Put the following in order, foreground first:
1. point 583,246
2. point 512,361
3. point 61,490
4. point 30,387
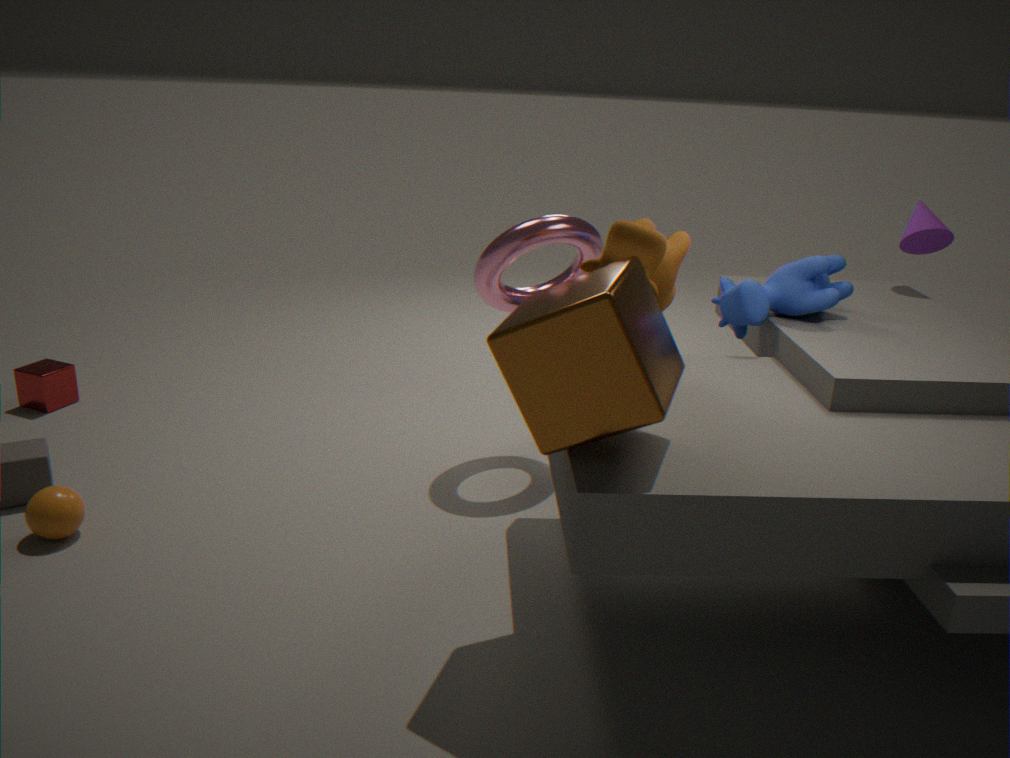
point 512,361, point 61,490, point 583,246, point 30,387
